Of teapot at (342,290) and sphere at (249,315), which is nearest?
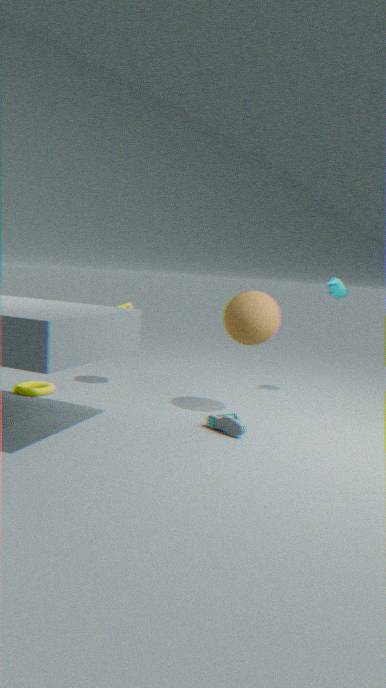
sphere at (249,315)
